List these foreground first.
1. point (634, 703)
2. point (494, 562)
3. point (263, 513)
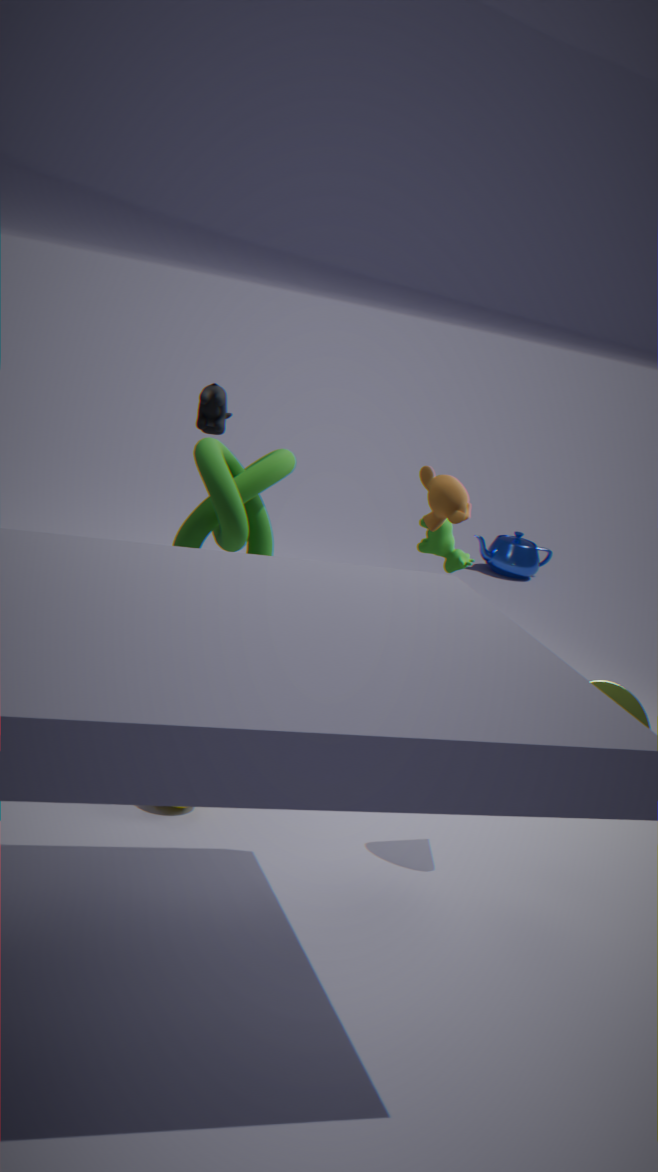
point (263, 513) < point (634, 703) < point (494, 562)
